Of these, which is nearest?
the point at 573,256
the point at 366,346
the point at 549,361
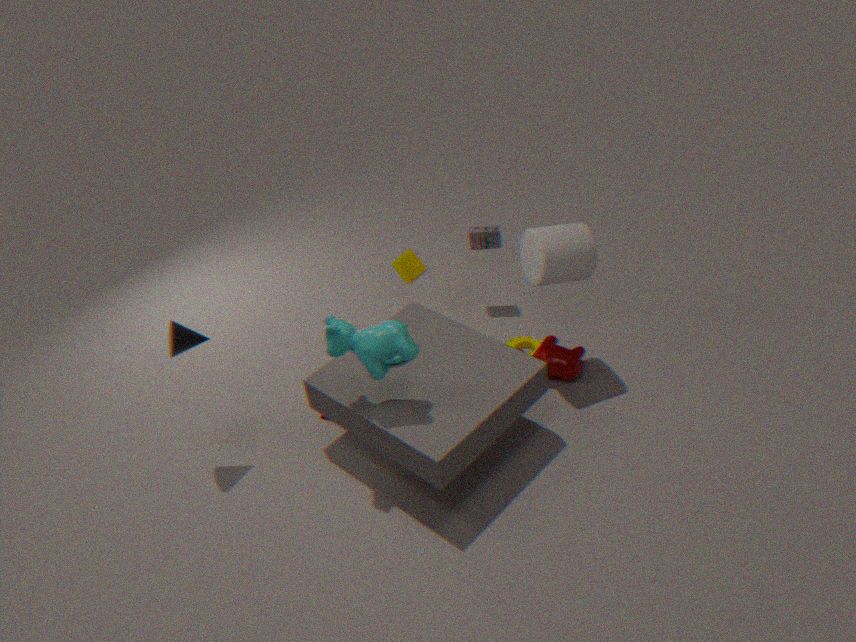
the point at 366,346
